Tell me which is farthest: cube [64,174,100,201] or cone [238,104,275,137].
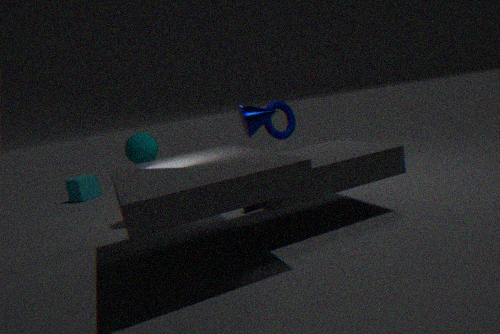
cube [64,174,100,201]
